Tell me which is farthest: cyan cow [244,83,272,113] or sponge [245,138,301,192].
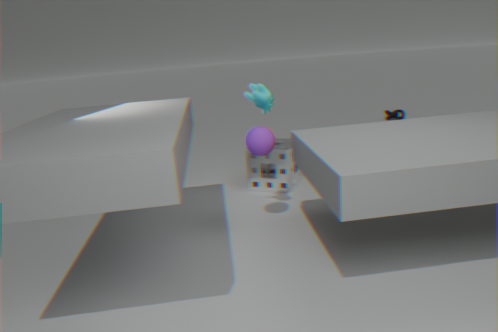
sponge [245,138,301,192]
